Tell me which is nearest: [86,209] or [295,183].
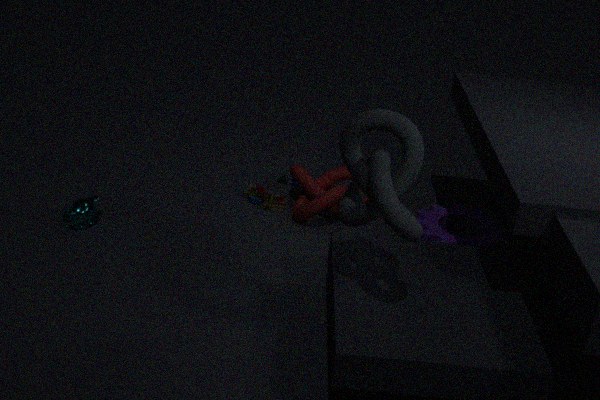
[86,209]
